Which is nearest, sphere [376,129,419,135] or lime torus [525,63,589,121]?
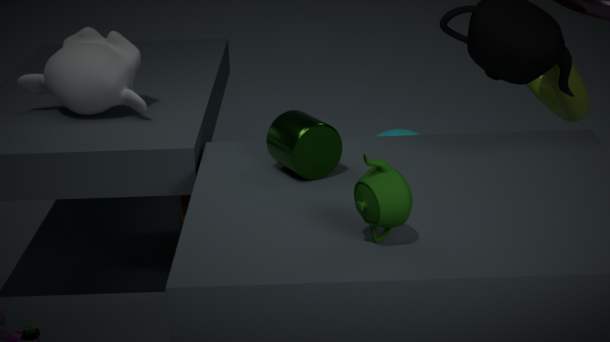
lime torus [525,63,589,121]
